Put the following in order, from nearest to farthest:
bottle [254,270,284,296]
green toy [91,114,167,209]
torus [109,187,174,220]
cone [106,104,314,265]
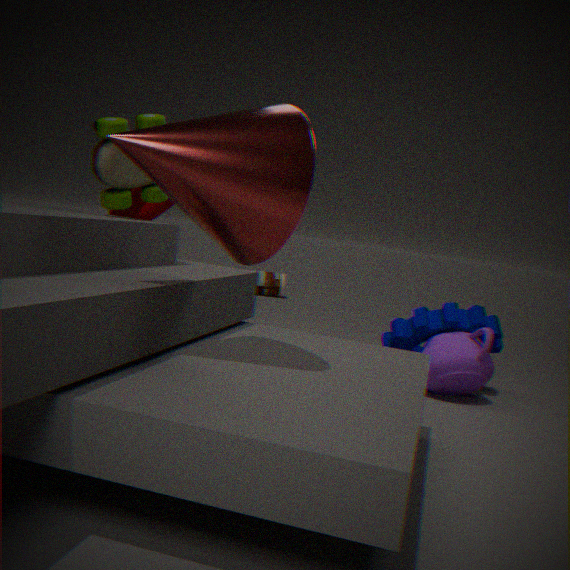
1. cone [106,104,314,265]
2. green toy [91,114,167,209]
3. torus [109,187,174,220]
4. bottle [254,270,284,296]
